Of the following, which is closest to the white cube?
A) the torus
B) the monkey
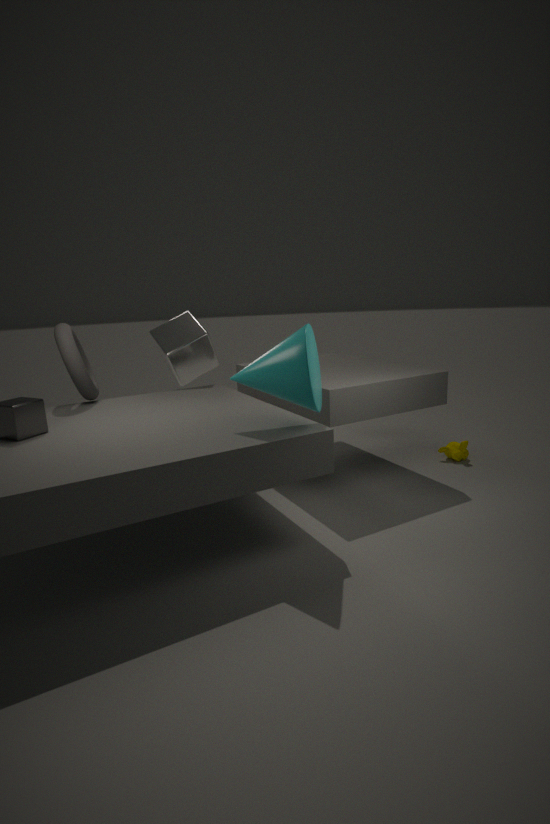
the torus
